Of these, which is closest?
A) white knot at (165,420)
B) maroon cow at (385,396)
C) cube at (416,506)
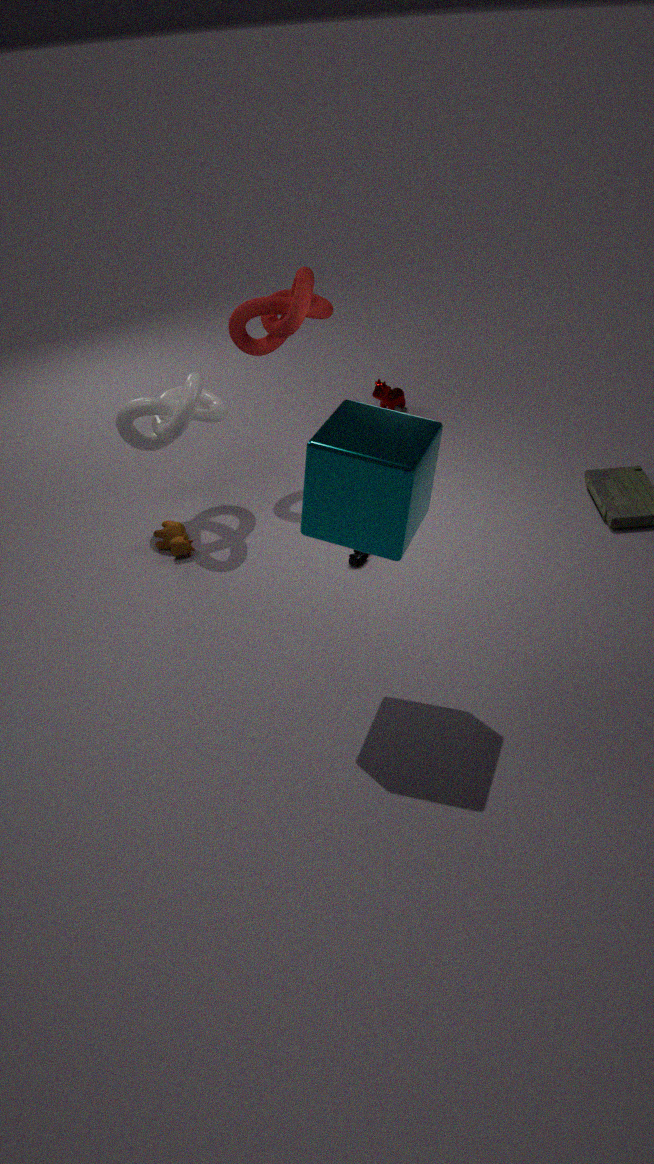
cube at (416,506)
